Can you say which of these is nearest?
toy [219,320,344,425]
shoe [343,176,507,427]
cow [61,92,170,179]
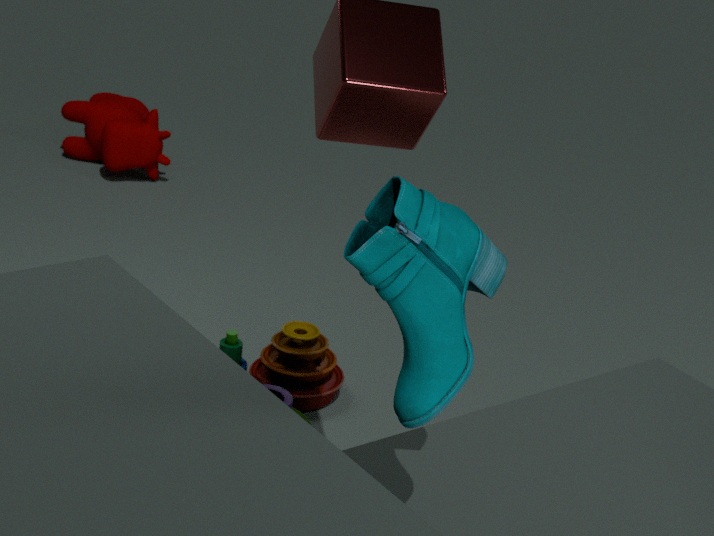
shoe [343,176,507,427]
